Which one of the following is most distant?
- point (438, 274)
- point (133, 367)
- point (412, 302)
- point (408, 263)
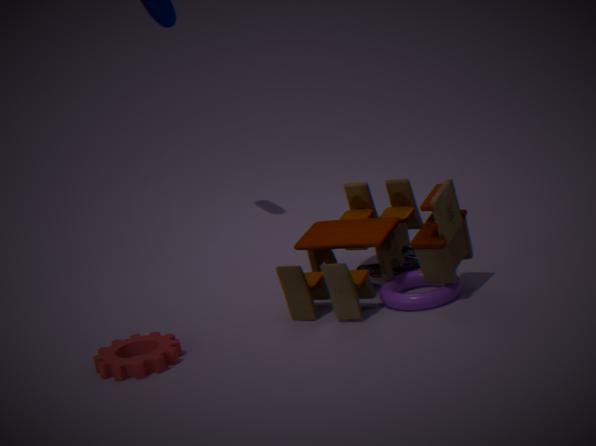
point (408, 263)
